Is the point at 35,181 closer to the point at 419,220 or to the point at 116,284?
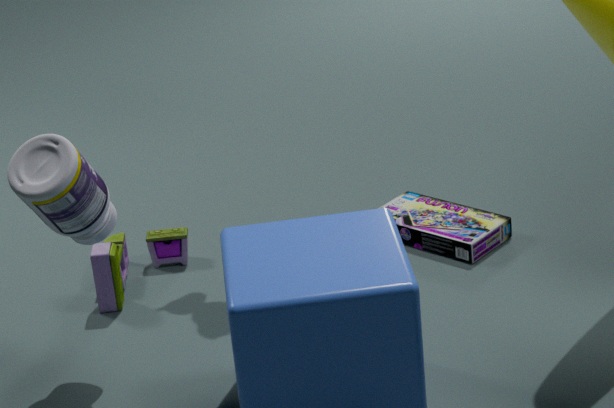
the point at 116,284
